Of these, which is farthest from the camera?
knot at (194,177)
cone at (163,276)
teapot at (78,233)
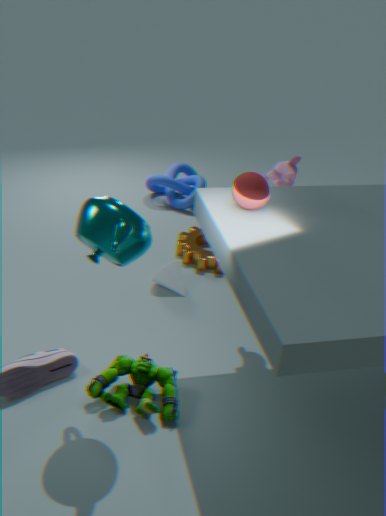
knot at (194,177)
